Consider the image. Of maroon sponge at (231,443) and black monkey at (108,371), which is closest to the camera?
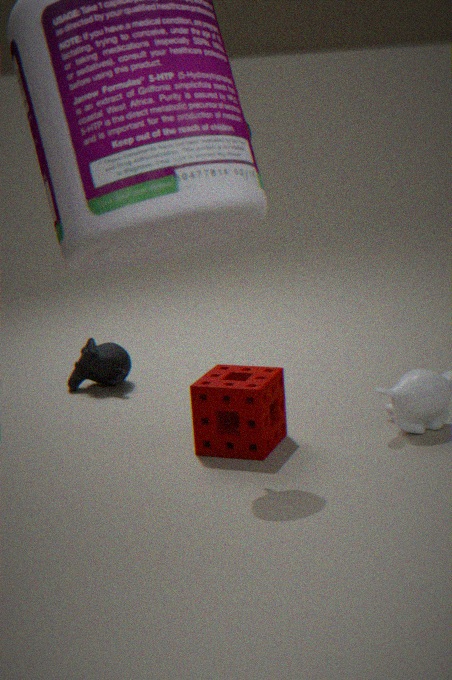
maroon sponge at (231,443)
